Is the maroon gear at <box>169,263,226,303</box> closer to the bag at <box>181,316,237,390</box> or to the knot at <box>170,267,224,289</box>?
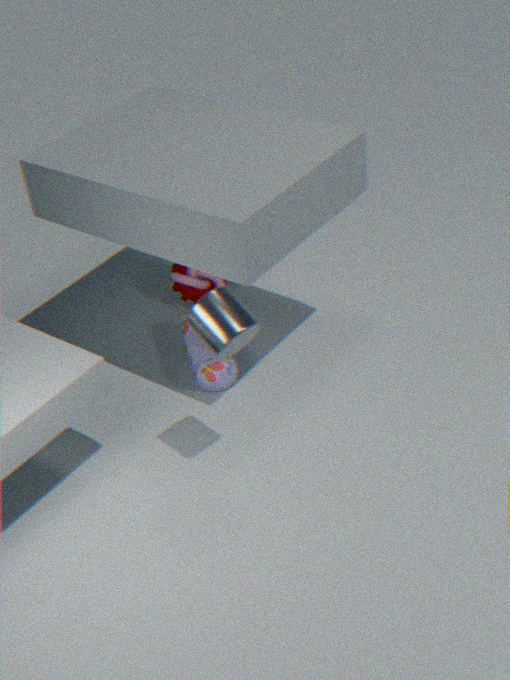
the knot at <box>170,267,224,289</box>
